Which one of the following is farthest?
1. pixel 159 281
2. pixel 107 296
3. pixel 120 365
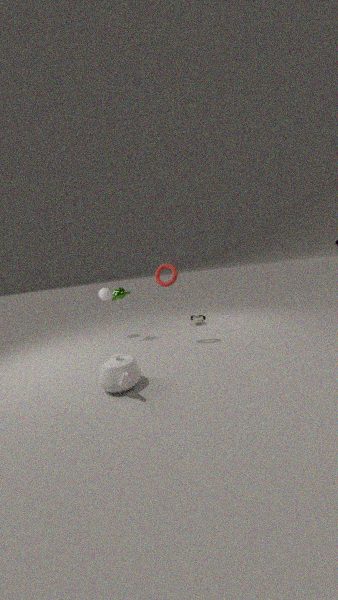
pixel 107 296
